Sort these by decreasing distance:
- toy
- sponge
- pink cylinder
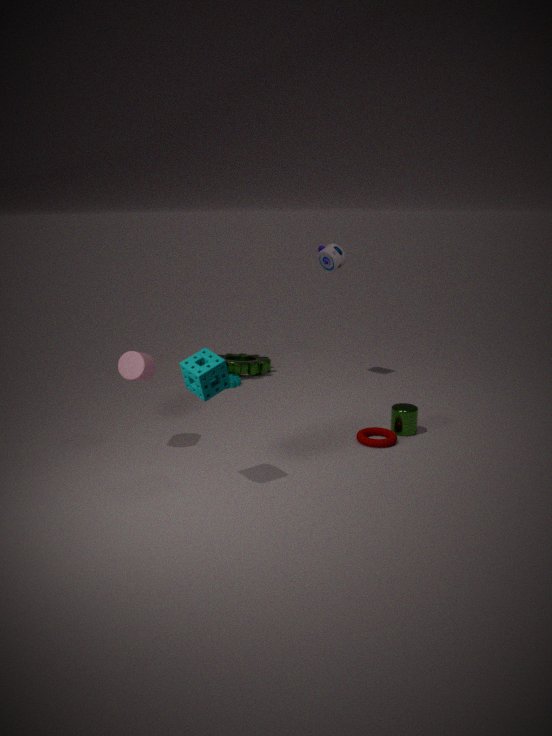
toy < pink cylinder < sponge
